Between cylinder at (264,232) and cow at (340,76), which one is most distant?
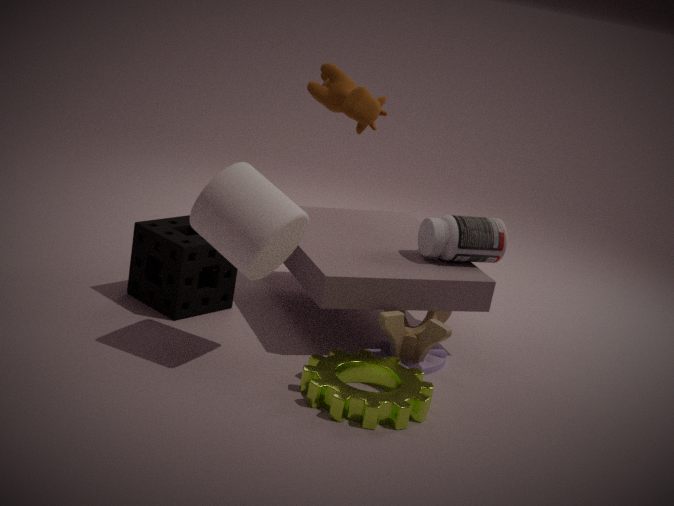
cow at (340,76)
